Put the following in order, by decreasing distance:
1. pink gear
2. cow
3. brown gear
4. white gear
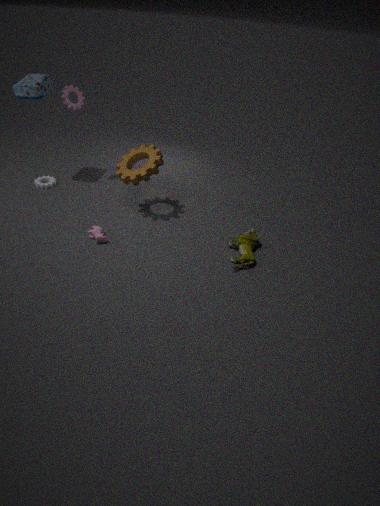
white gear < pink gear < brown gear < cow
